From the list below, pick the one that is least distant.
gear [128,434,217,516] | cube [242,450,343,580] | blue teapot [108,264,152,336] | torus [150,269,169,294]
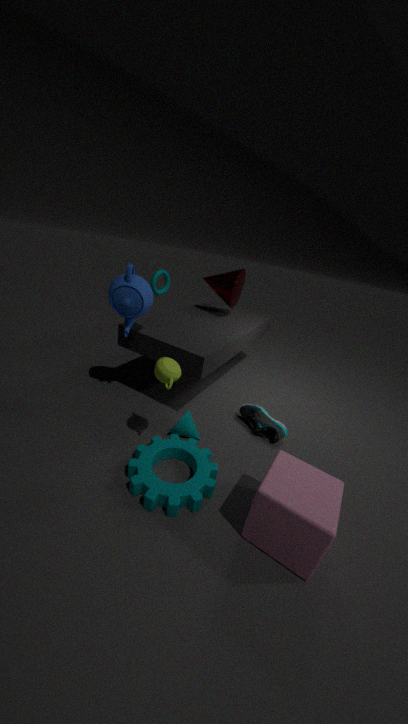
cube [242,450,343,580]
